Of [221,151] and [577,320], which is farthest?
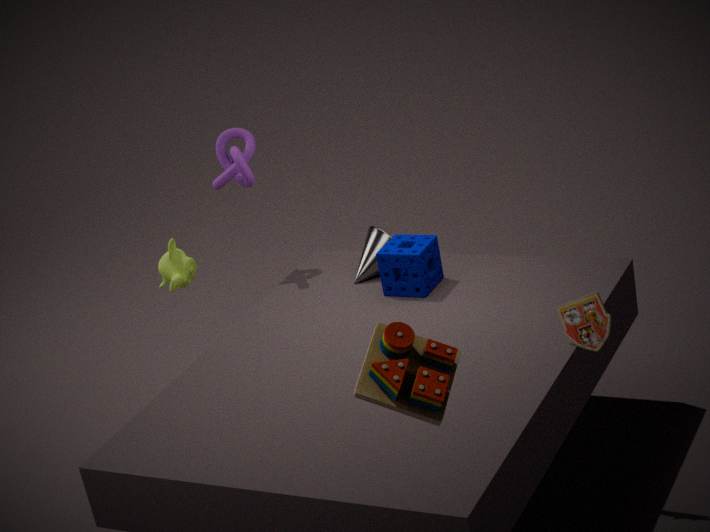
[221,151]
